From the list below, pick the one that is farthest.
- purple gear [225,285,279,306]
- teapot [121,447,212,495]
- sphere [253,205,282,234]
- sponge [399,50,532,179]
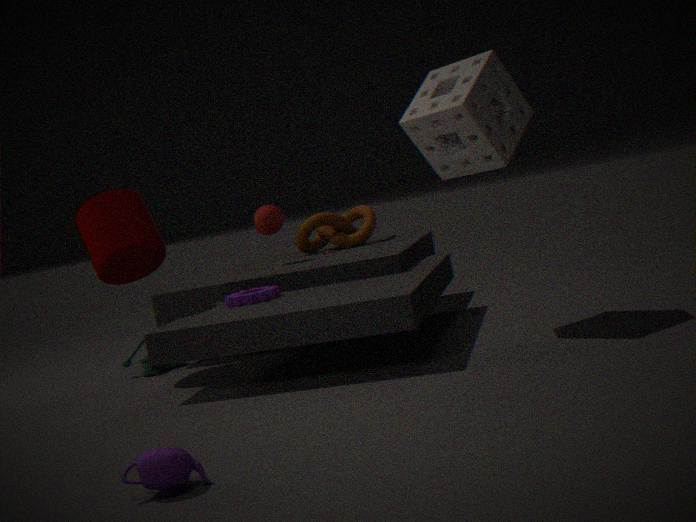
sphere [253,205,282,234]
